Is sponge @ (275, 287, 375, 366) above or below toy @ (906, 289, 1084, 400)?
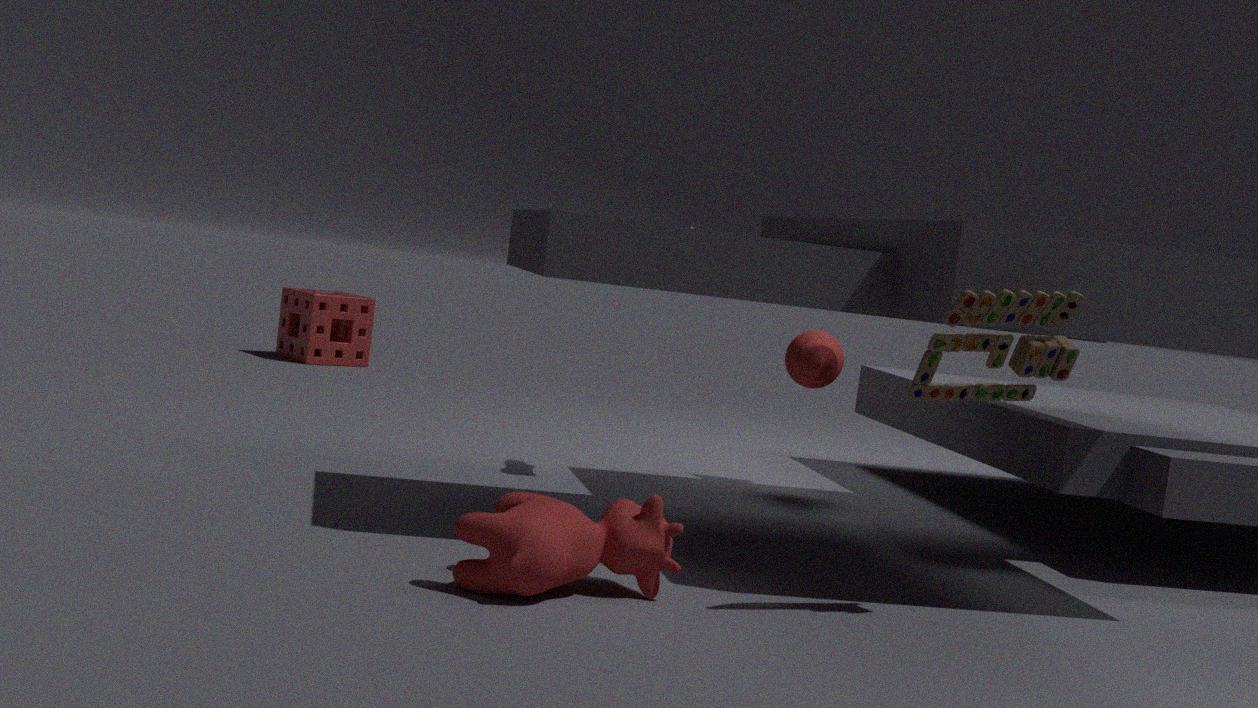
below
